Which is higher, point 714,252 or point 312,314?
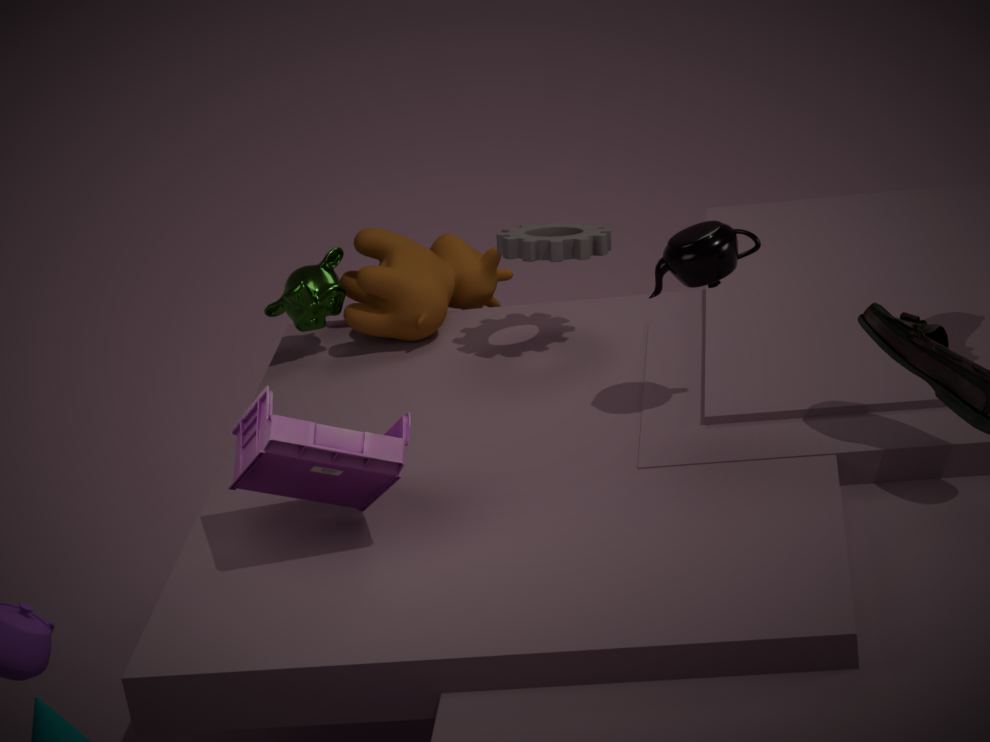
point 714,252
